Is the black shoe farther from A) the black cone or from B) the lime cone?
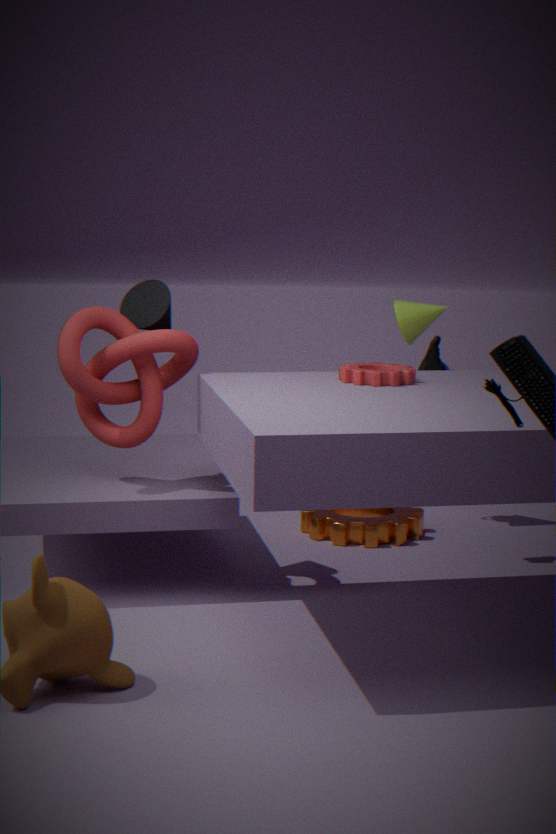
A) the black cone
